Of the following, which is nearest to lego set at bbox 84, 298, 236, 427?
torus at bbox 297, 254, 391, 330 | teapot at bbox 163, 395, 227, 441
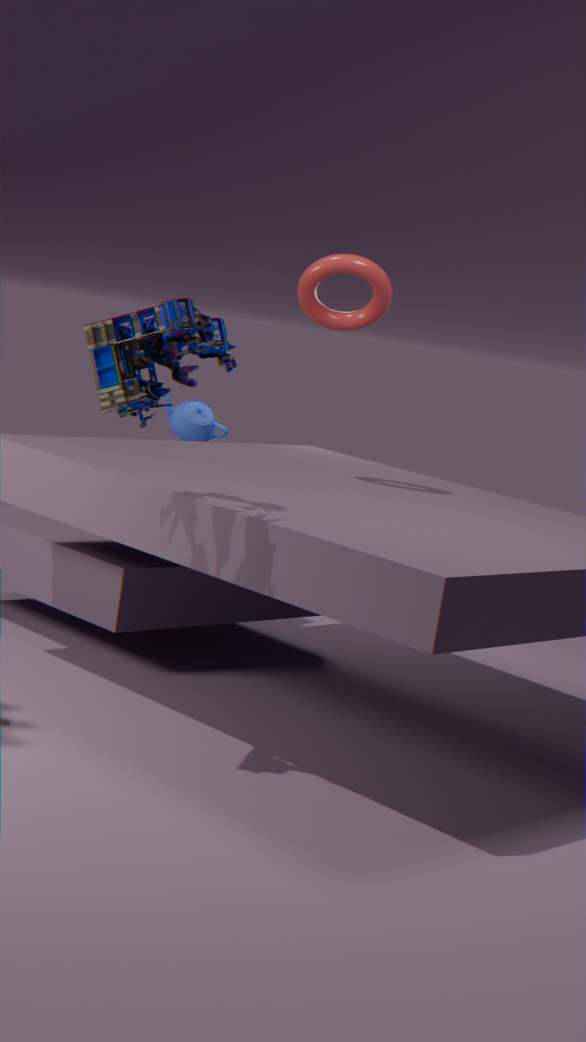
torus at bbox 297, 254, 391, 330
